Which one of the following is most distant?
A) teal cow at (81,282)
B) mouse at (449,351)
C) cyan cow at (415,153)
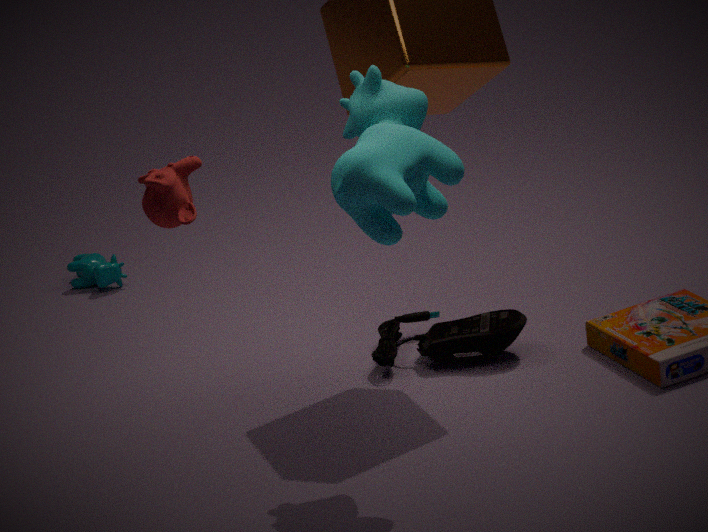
teal cow at (81,282)
